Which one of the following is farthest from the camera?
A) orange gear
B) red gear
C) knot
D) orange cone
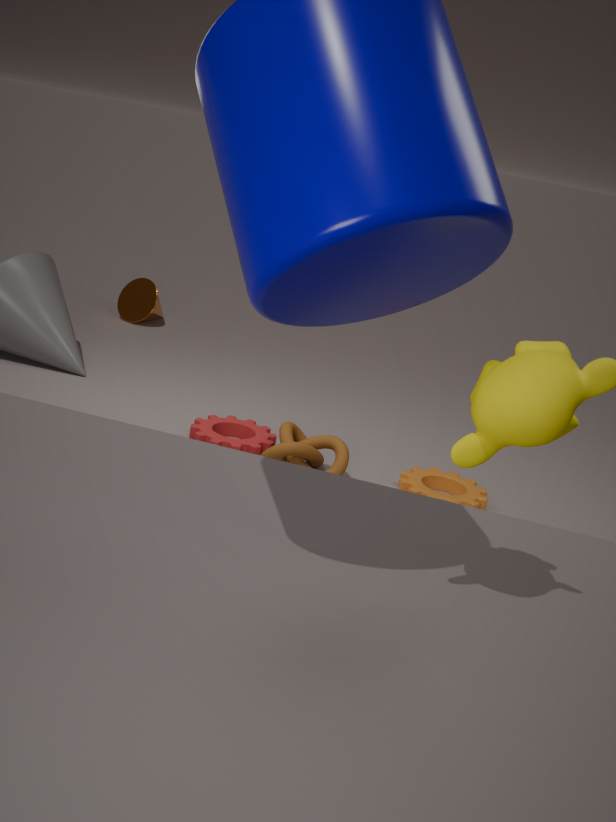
orange cone
